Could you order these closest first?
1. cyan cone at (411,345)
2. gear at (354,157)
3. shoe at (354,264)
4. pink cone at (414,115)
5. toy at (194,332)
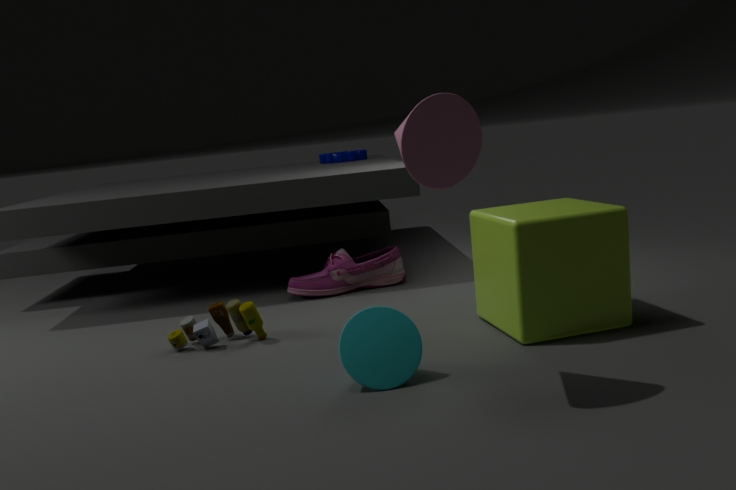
pink cone at (414,115), cyan cone at (411,345), toy at (194,332), shoe at (354,264), gear at (354,157)
